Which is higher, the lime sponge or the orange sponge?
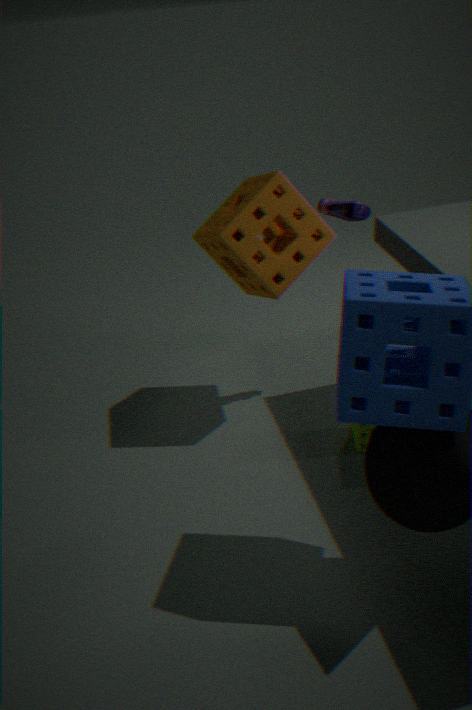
the orange sponge
